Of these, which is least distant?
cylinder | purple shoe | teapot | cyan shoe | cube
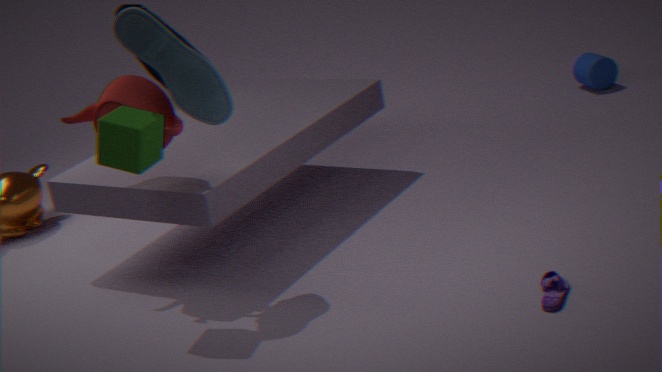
purple shoe
